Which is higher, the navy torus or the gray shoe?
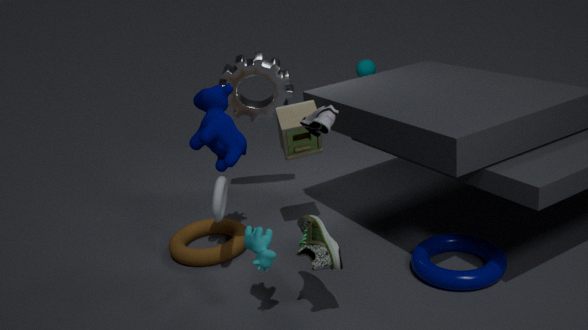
the gray shoe
